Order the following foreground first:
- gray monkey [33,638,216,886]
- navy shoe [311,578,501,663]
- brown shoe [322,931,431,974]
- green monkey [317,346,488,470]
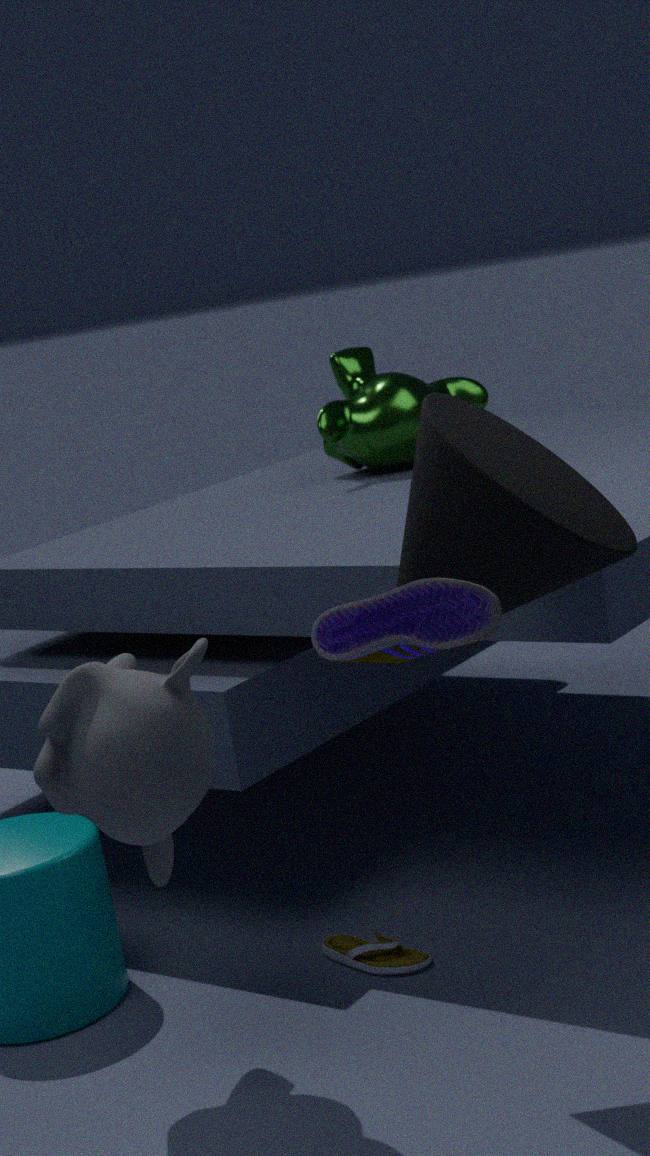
navy shoe [311,578,501,663] → gray monkey [33,638,216,886] → brown shoe [322,931,431,974] → green monkey [317,346,488,470]
